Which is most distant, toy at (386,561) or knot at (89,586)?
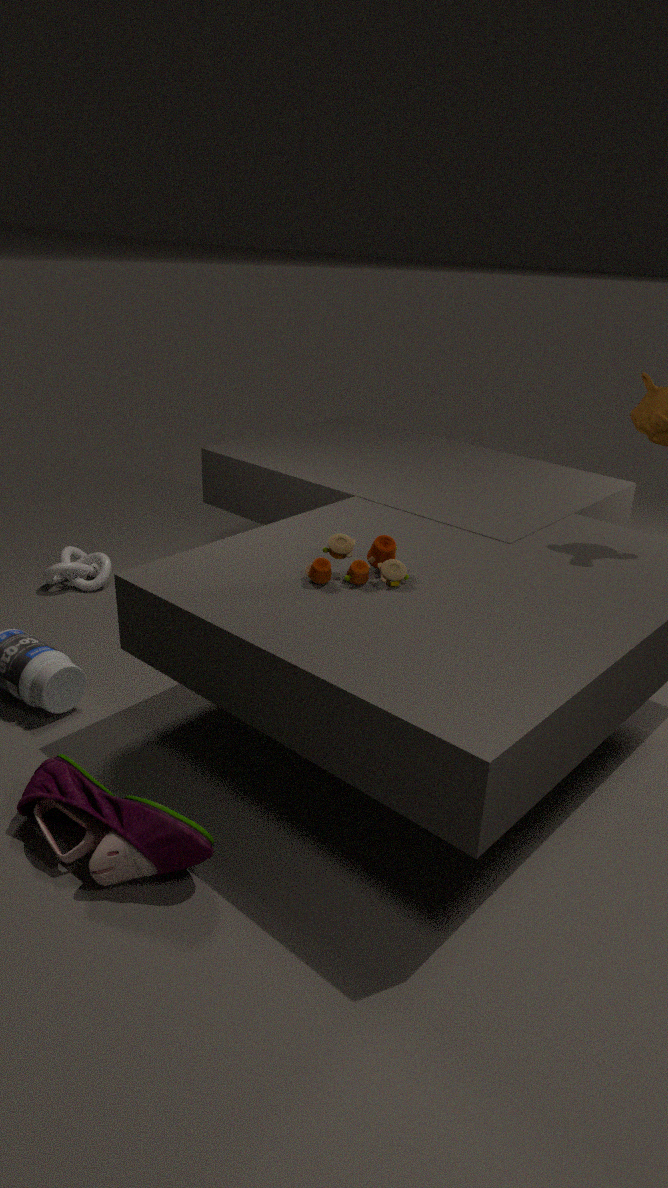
knot at (89,586)
